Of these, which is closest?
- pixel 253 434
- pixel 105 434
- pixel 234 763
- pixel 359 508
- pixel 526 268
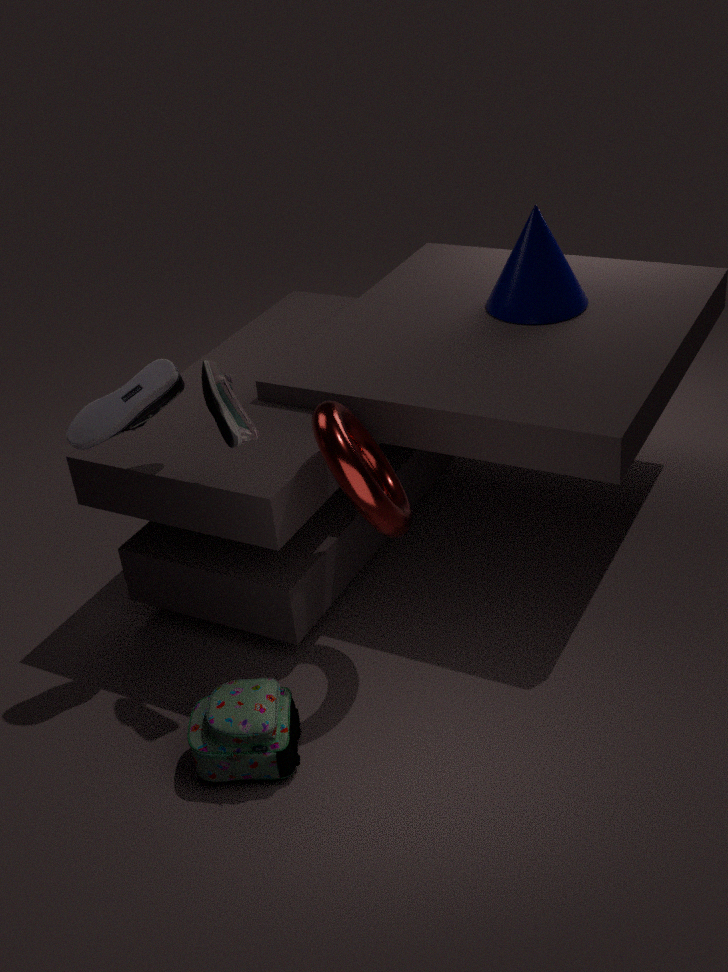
pixel 359 508
